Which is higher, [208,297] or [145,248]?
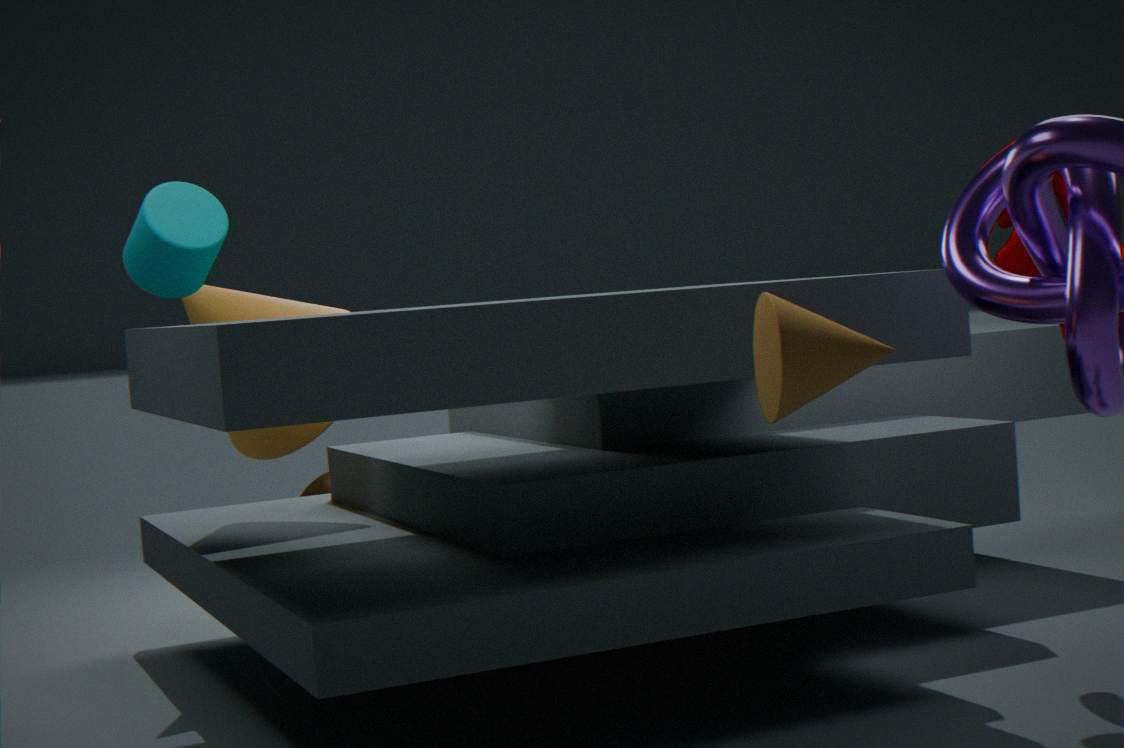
[145,248]
